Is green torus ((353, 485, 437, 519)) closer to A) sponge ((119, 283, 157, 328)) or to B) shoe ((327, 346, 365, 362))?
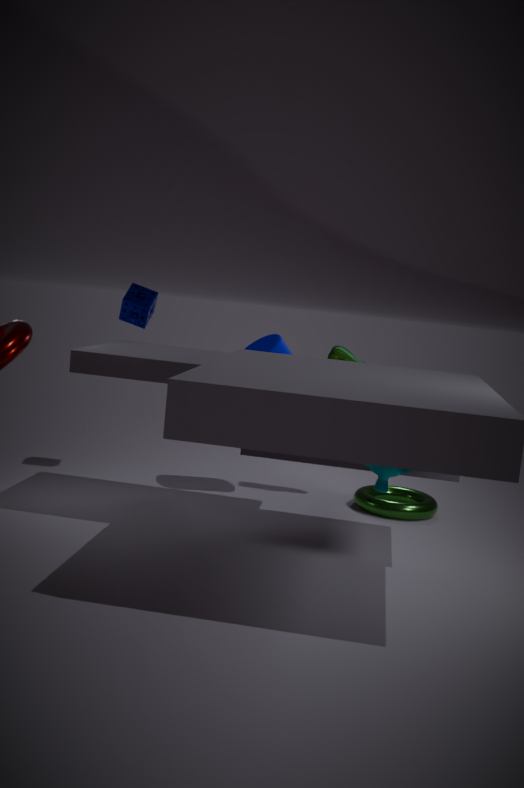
B) shoe ((327, 346, 365, 362))
